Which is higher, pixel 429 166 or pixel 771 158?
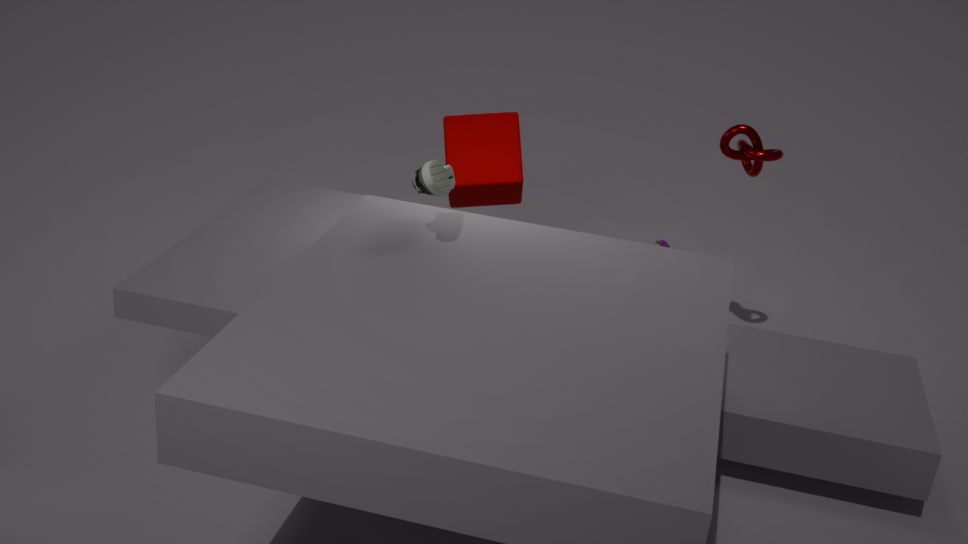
pixel 429 166
